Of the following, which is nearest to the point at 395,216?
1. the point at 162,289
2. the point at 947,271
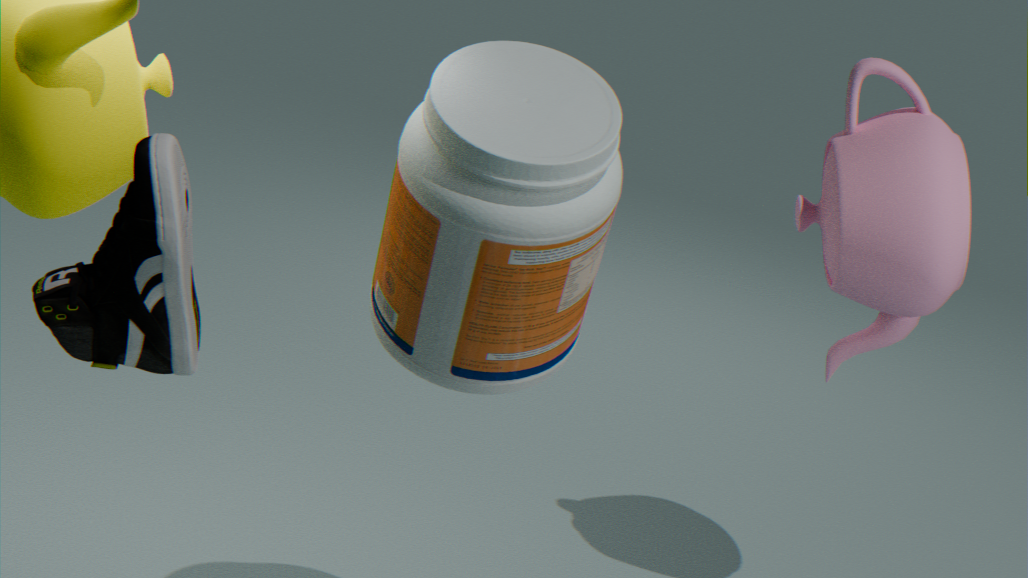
the point at 162,289
